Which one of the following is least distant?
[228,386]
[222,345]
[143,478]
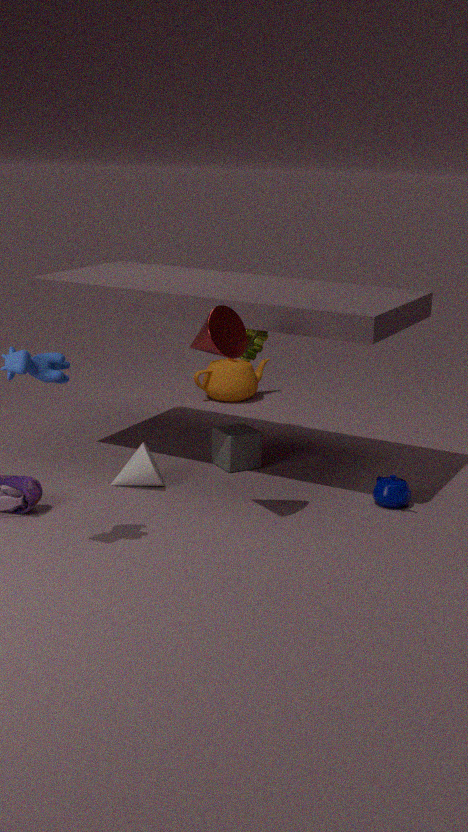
[222,345]
